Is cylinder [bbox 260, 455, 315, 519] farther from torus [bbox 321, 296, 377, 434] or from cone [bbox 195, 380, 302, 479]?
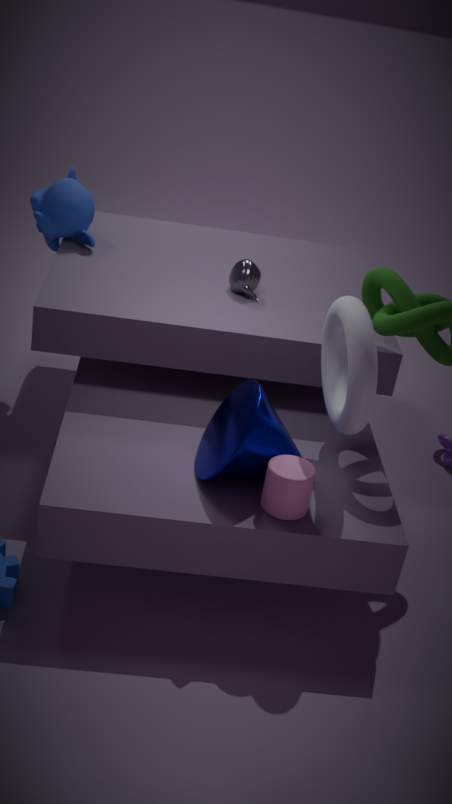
torus [bbox 321, 296, 377, 434]
